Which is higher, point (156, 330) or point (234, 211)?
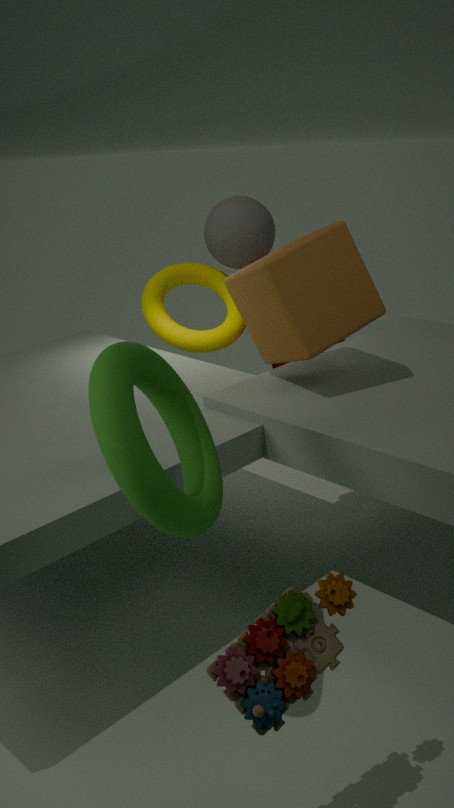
point (234, 211)
